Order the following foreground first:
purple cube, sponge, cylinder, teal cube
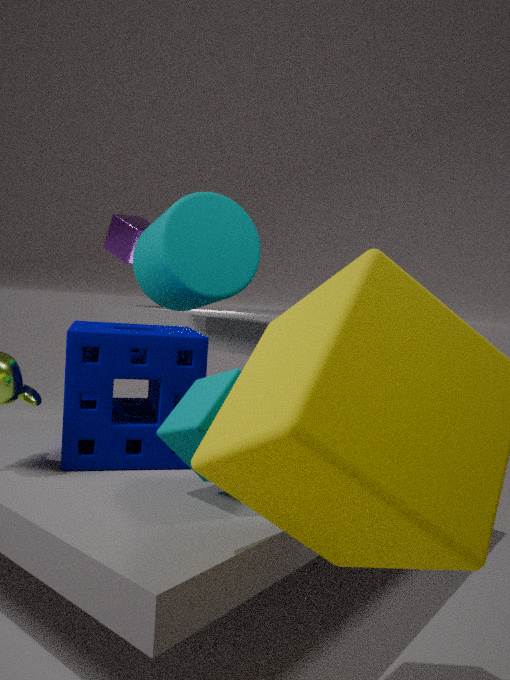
teal cube → sponge → cylinder → purple cube
